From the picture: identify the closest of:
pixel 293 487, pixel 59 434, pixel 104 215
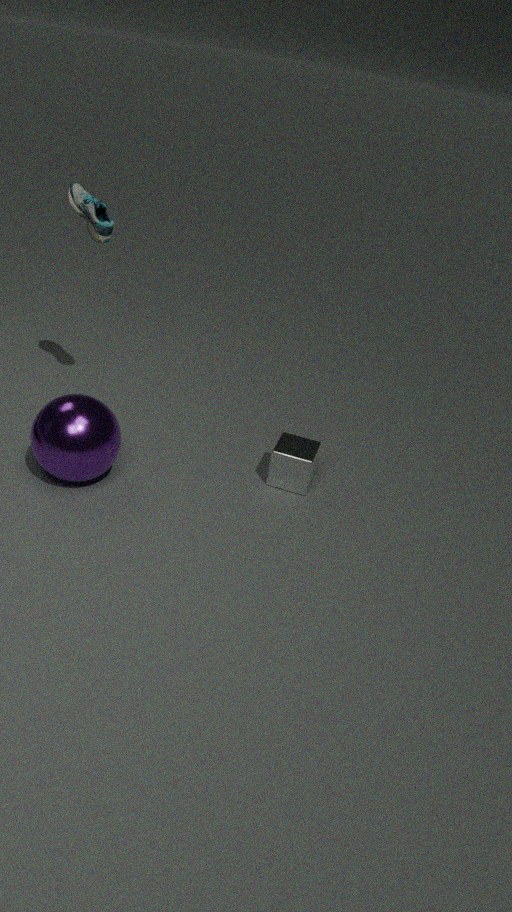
pixel 59 434
